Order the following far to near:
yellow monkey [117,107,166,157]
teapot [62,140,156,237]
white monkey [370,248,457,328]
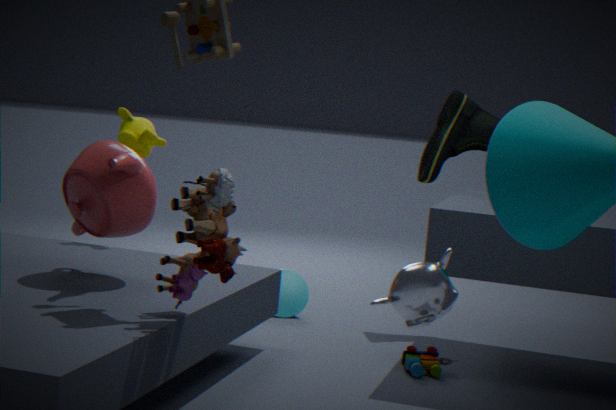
yellow monkey [117,107,166,157] → teapot [62,140,156,237] → white monkey [370,248,457,328]
